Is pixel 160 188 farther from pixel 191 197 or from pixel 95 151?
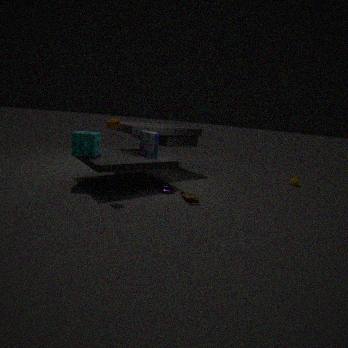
pixel 95 151
